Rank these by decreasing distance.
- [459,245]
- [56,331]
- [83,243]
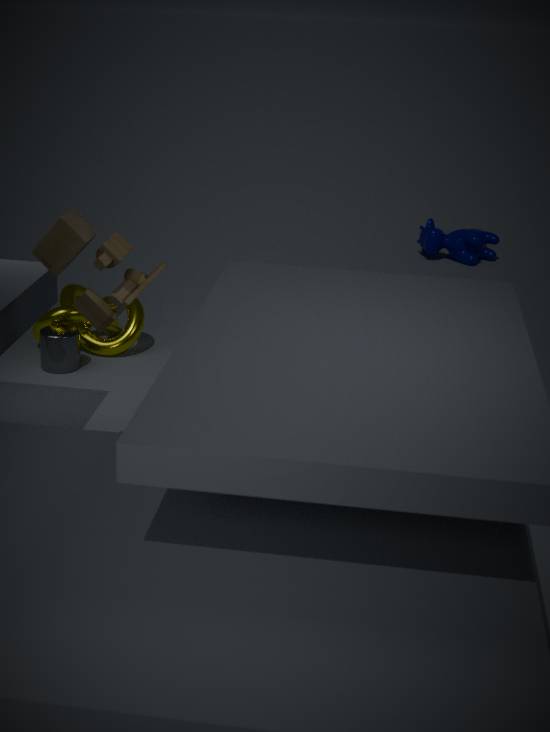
[459,245]
[56,331]
[83,243]
